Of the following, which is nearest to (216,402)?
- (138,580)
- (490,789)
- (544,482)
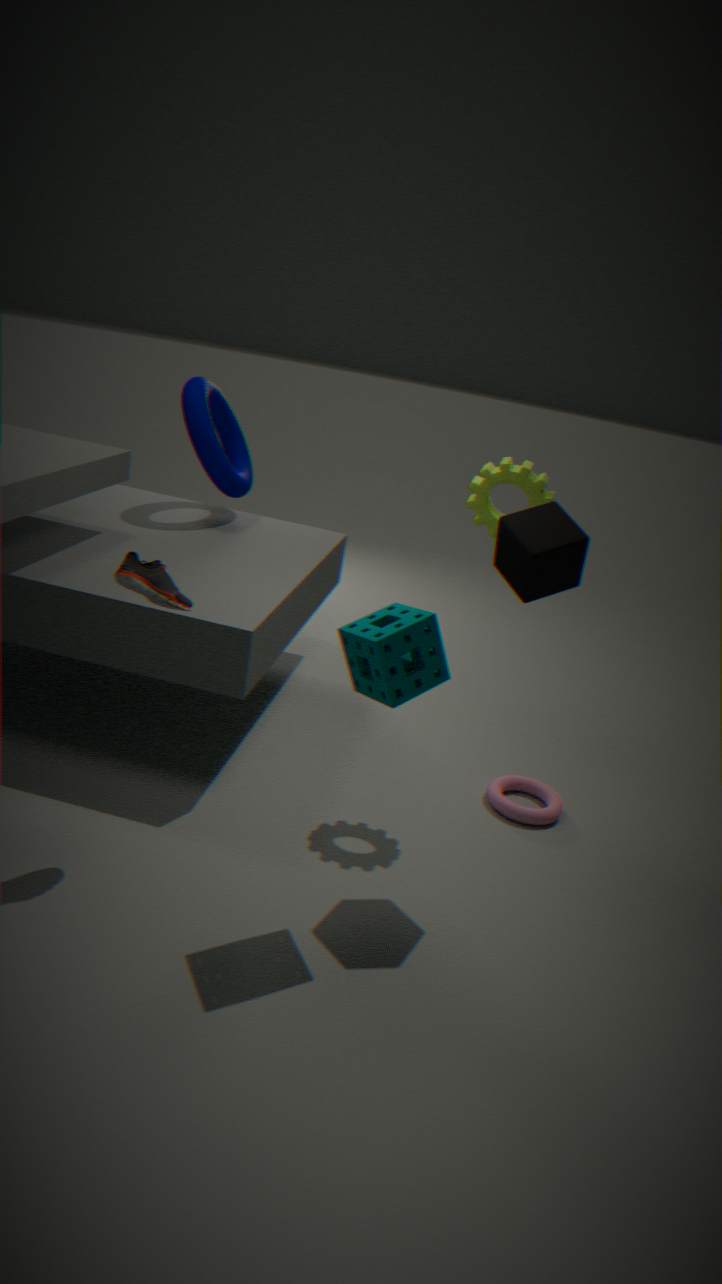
(544,482)
